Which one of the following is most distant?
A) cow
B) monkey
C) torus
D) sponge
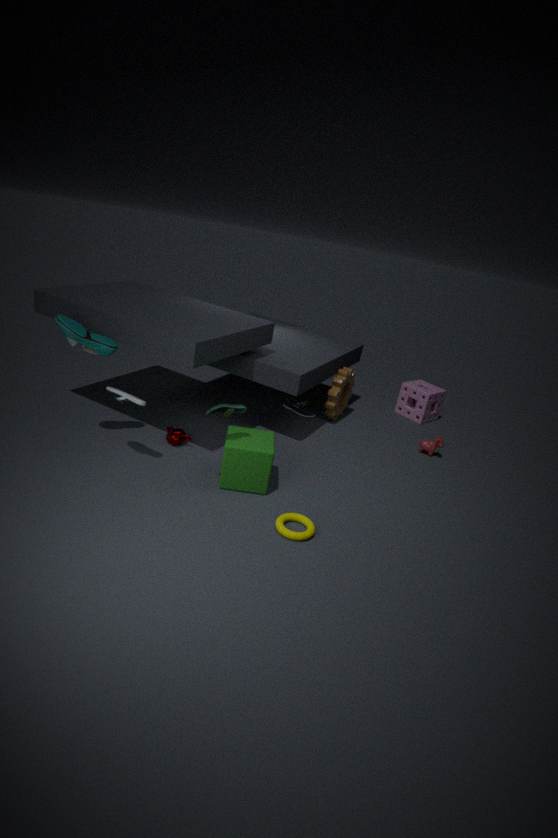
sponge
